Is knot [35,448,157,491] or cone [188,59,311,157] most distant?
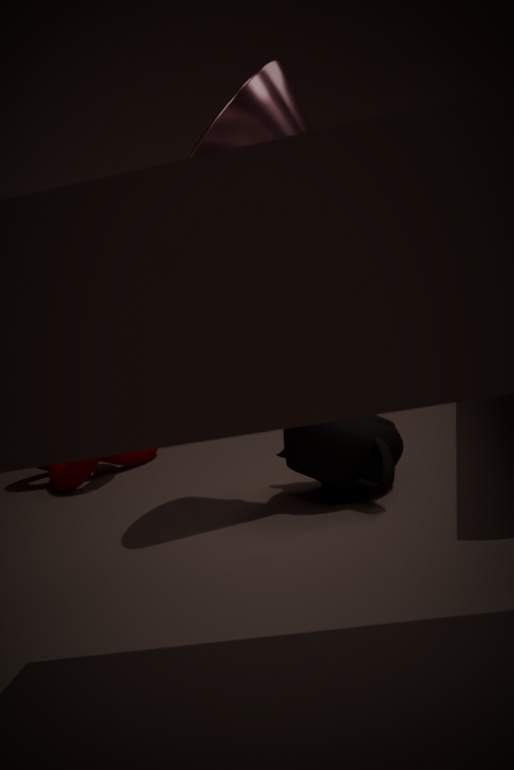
knot [35,448,157,491]
